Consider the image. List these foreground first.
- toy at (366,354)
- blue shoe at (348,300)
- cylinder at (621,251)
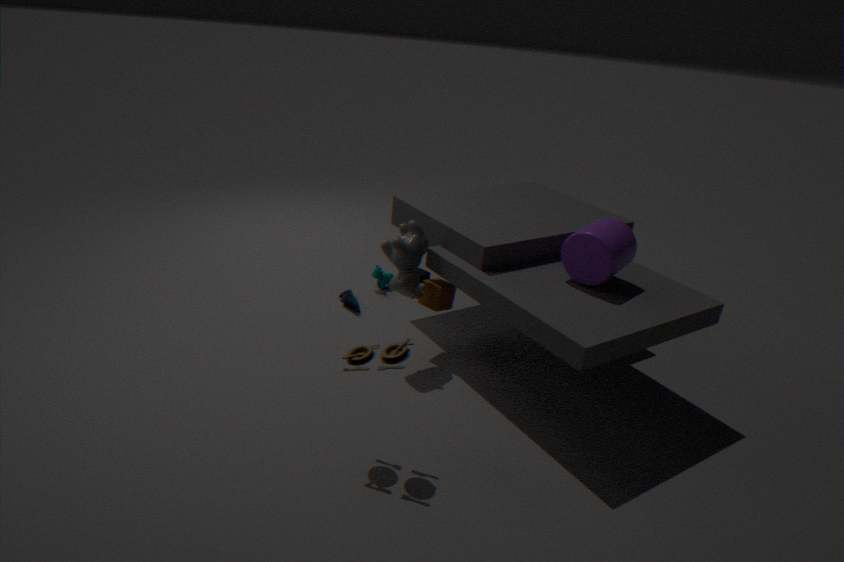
1. toy at (366,354)
2. cylinder at (621,251)
3. blue shoe at (348,300)
